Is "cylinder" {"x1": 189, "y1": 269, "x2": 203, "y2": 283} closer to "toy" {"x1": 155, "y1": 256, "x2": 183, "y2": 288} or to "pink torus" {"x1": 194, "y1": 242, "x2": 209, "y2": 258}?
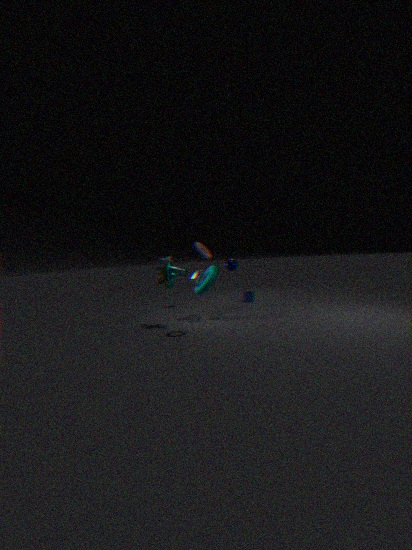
"toy" {"x1": 155, "y1": 256, "x2": 183, "y2": 288}
